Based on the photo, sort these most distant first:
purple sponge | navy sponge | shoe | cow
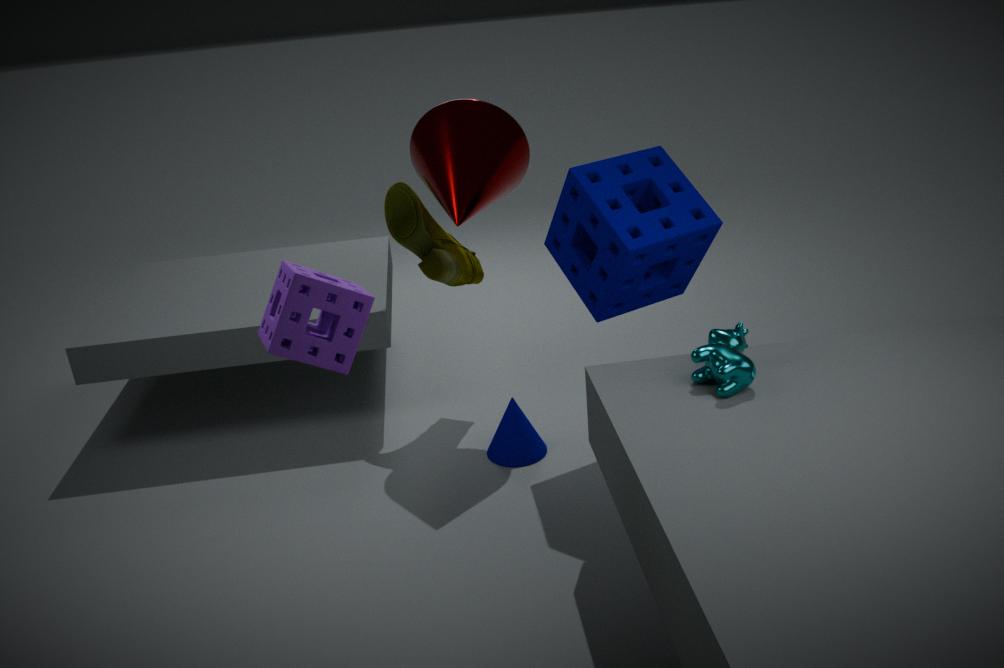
shoe
navy sponge
cow
purple sponge
